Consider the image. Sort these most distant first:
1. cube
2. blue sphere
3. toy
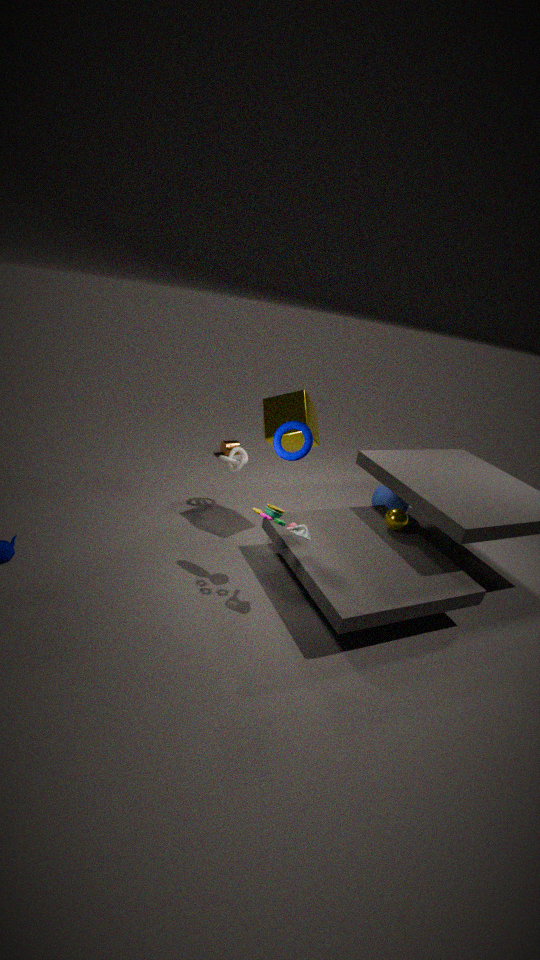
blue sphere
cube
toy
